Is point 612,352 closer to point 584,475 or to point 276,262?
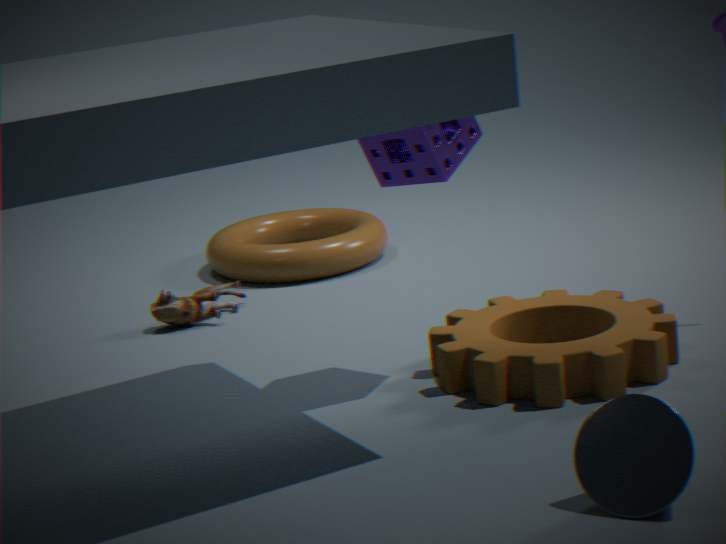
point 584,475
